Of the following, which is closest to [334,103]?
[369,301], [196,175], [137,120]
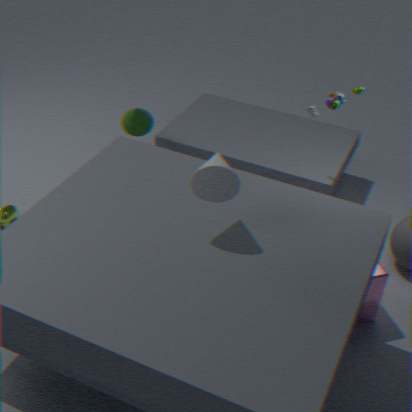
[369,301]
